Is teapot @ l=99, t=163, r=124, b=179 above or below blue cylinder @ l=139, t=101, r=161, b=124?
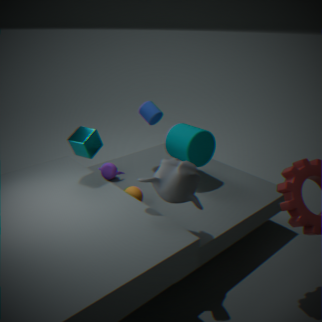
below
